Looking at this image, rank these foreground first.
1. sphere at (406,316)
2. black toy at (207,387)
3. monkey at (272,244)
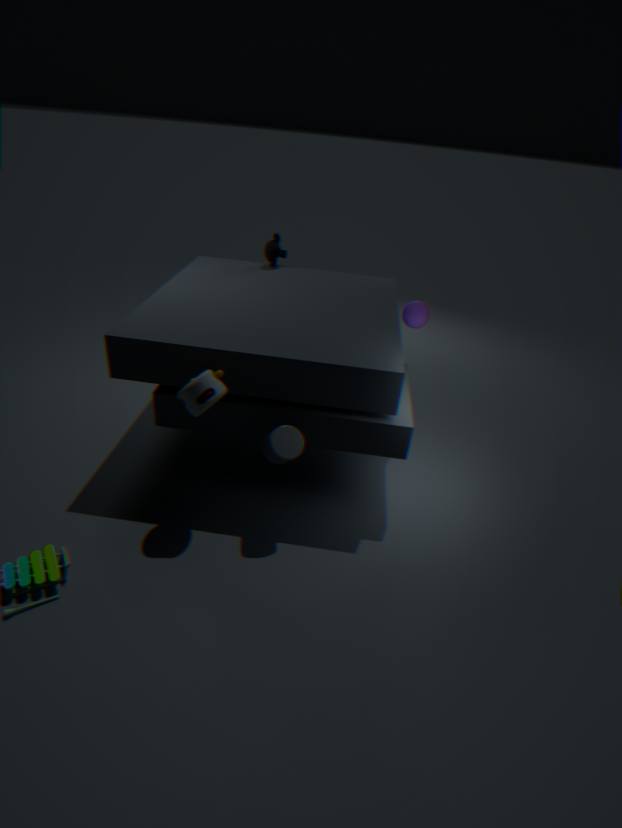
black toy at (207,387), sphere at (406,316), monkey at (272,244)
